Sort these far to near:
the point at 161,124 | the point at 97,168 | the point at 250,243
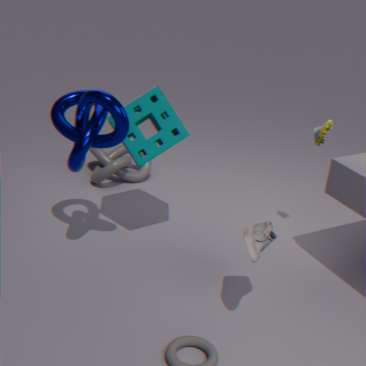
1. the point at 97,168
2. the point at 161,124
3. the point at 250,243
